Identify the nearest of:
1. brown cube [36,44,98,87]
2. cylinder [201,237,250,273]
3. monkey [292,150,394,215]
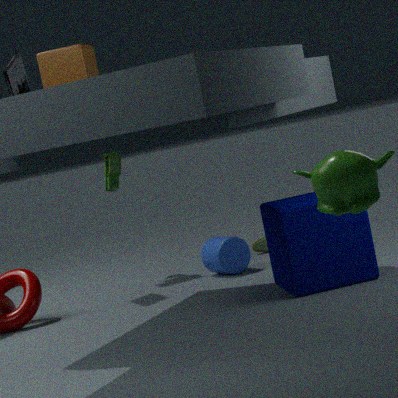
monkey [292,150,394,215]
